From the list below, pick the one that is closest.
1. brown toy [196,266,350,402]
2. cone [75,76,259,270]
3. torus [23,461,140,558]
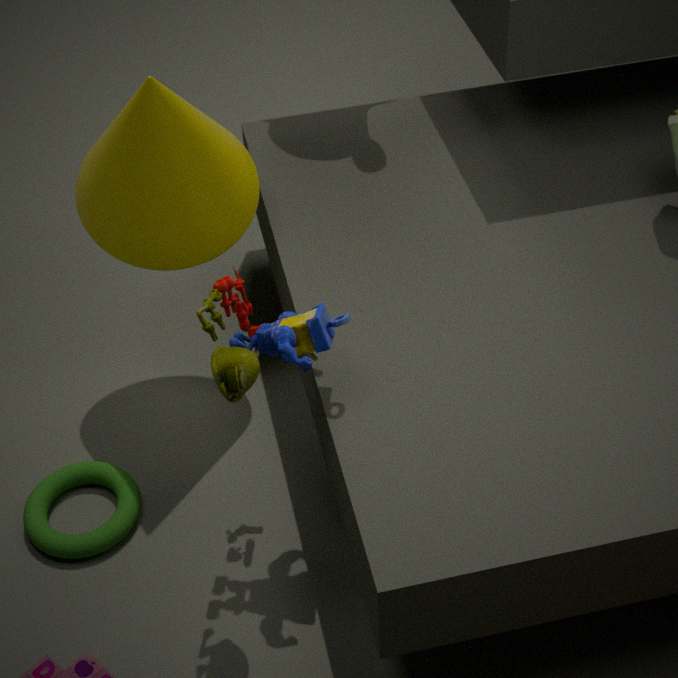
brown toy [196,266,350,402]
